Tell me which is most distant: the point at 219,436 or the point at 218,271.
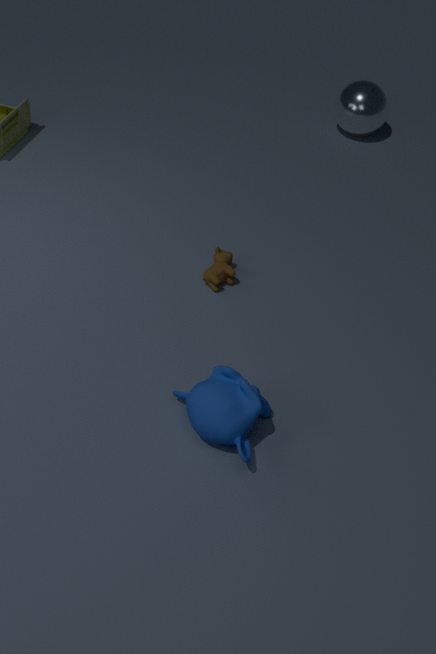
the point at 218,271
